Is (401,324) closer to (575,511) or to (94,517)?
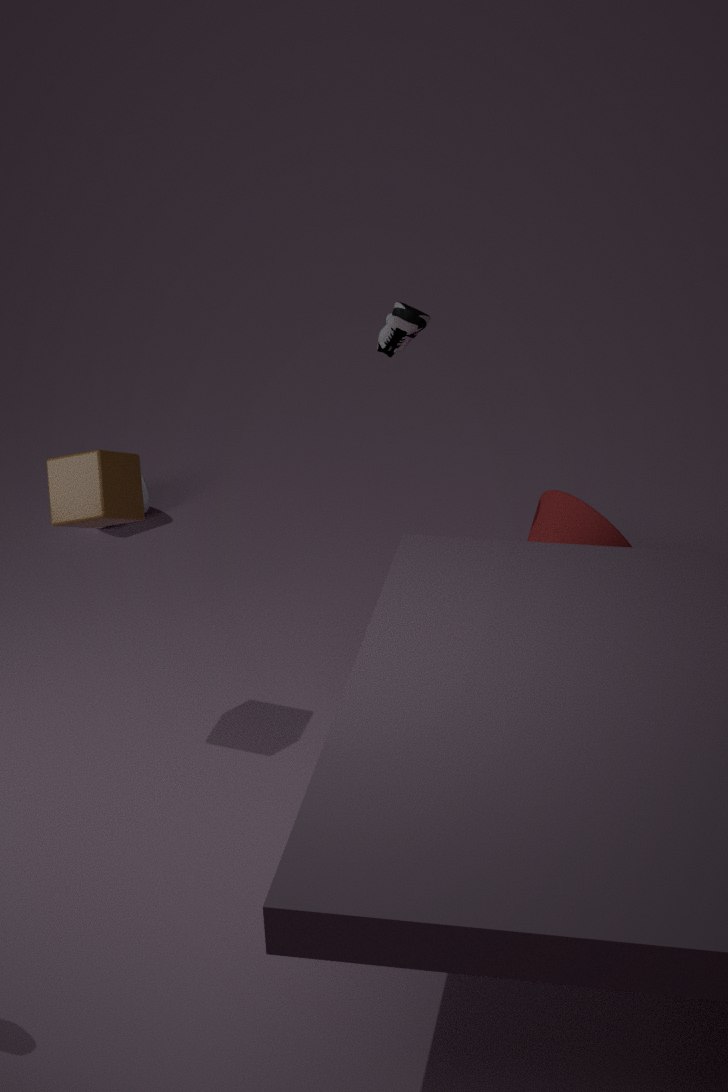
(575,511)
